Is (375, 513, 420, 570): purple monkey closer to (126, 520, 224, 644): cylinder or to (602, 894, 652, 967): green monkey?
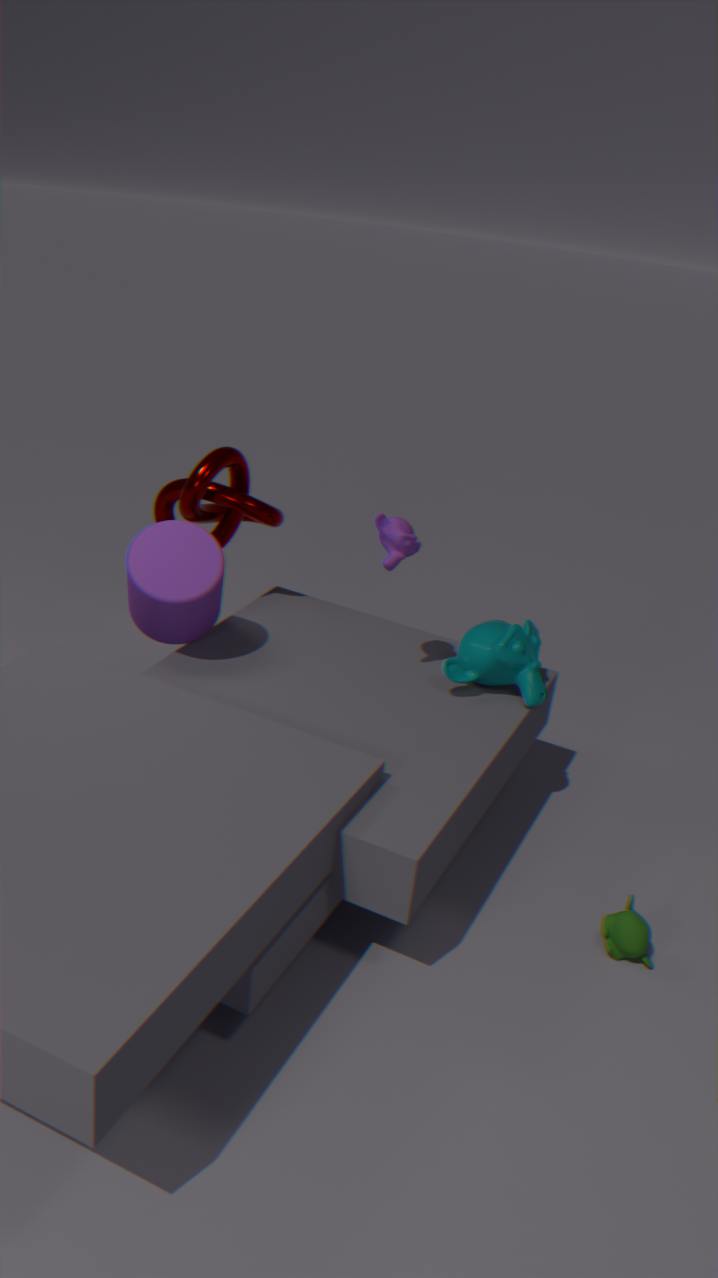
(126, 520, 224, 644): cylinder
